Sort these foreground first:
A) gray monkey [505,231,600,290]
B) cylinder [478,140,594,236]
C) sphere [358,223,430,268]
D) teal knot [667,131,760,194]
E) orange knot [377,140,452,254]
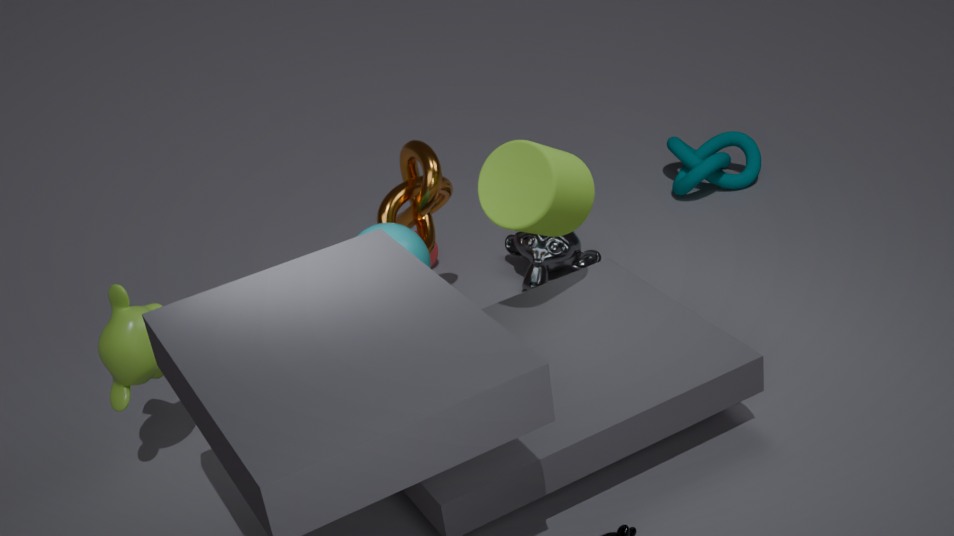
cylinder [478,140,594,236]
sphere [358,223,430,268]
orange knot [377,140,452,254]
gray monkey [505,231,600,290]
teal knot [667,131,760,194]
